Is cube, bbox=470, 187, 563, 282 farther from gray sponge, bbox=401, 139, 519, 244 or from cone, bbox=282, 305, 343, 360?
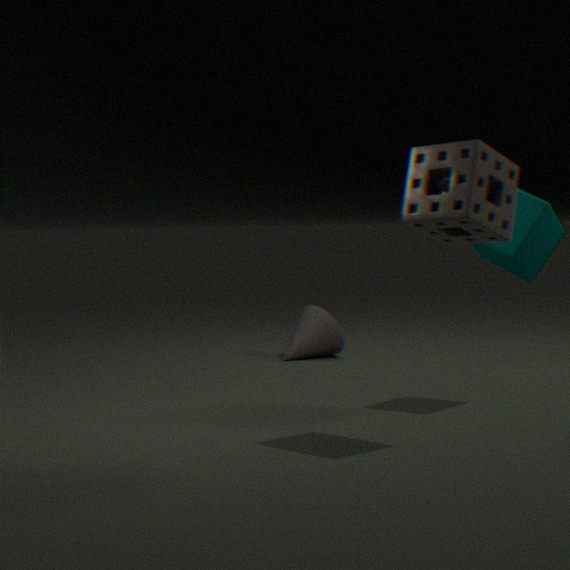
cone, bbox=282, 305, 343, 360
